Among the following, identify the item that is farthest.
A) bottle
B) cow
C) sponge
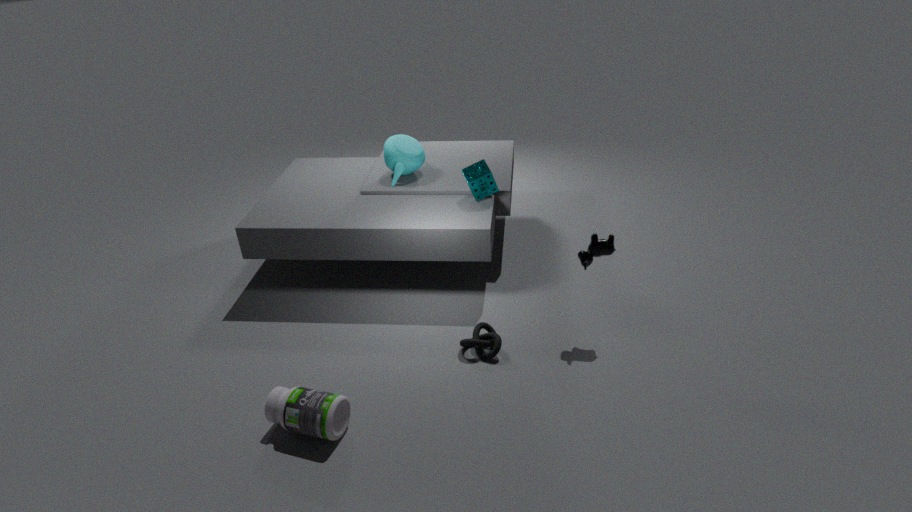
sponge
